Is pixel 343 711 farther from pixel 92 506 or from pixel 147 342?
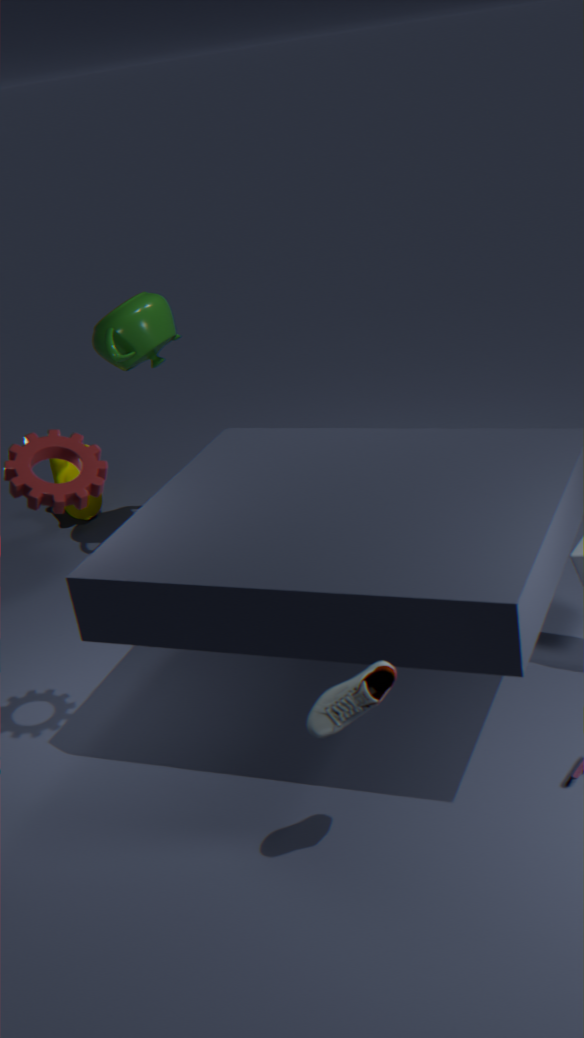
pixel 92 506
